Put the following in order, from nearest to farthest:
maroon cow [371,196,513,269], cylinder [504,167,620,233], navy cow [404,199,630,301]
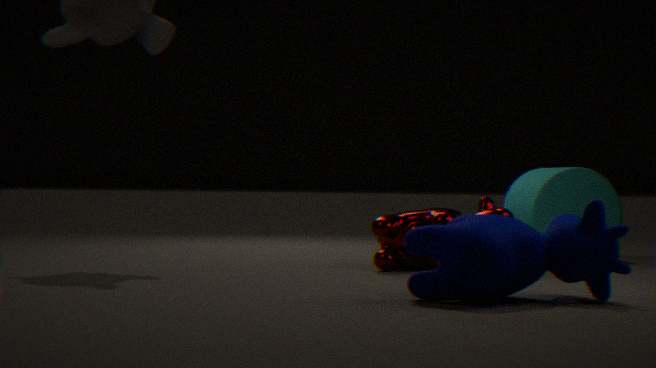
navy cow [404,199,630,301], maroon cow [371,196,513,269], cylinder [504,167,620,233]
